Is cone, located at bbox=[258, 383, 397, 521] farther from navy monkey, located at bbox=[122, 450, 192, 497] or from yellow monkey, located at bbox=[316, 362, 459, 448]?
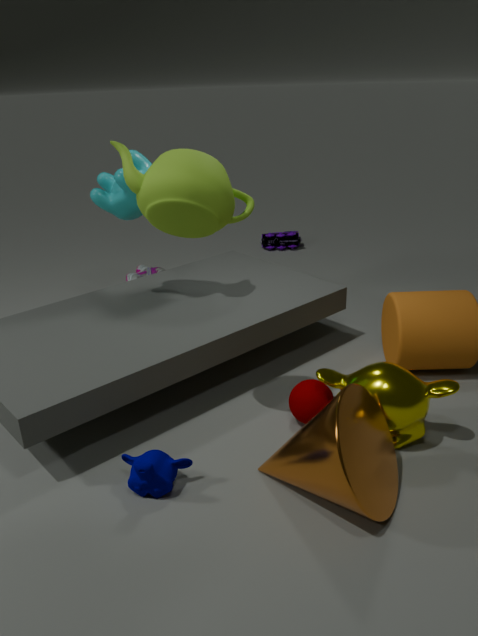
navy monkey, located at bbox=[122, 450, 192, 497]
